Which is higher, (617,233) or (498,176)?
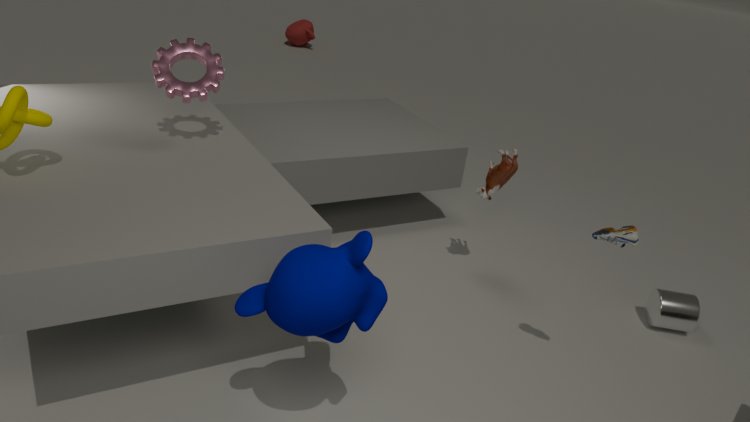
(617,233)
